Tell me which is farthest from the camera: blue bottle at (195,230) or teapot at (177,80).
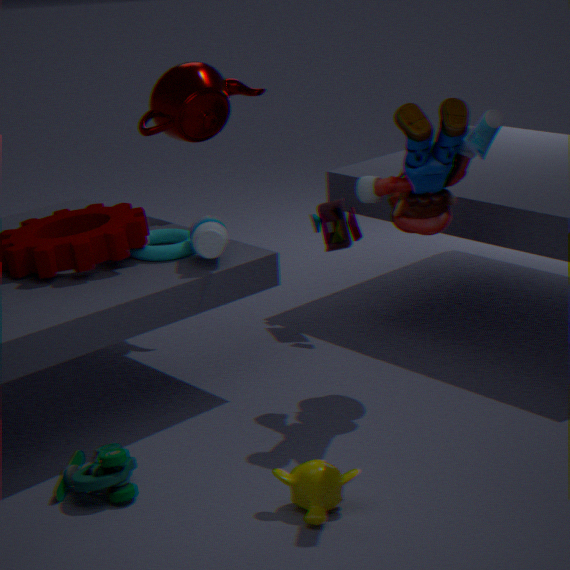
teapot at (177,80)
